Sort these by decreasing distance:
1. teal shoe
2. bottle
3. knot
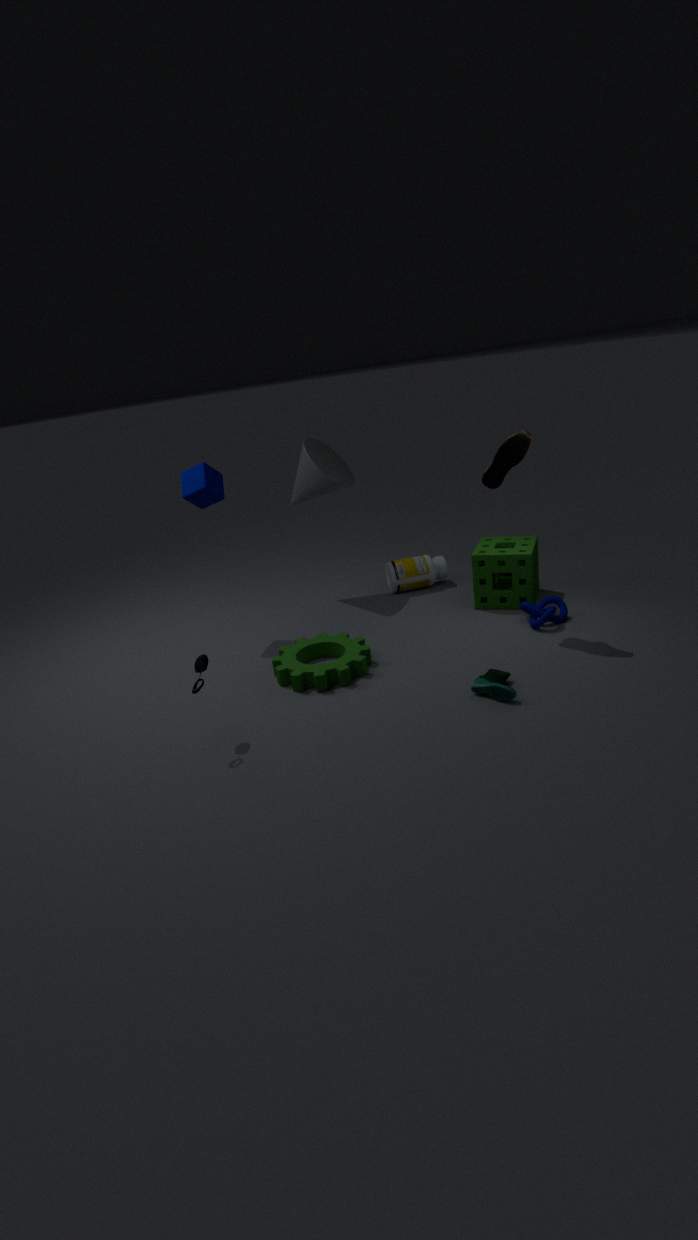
bottle → knot → teal shoe
